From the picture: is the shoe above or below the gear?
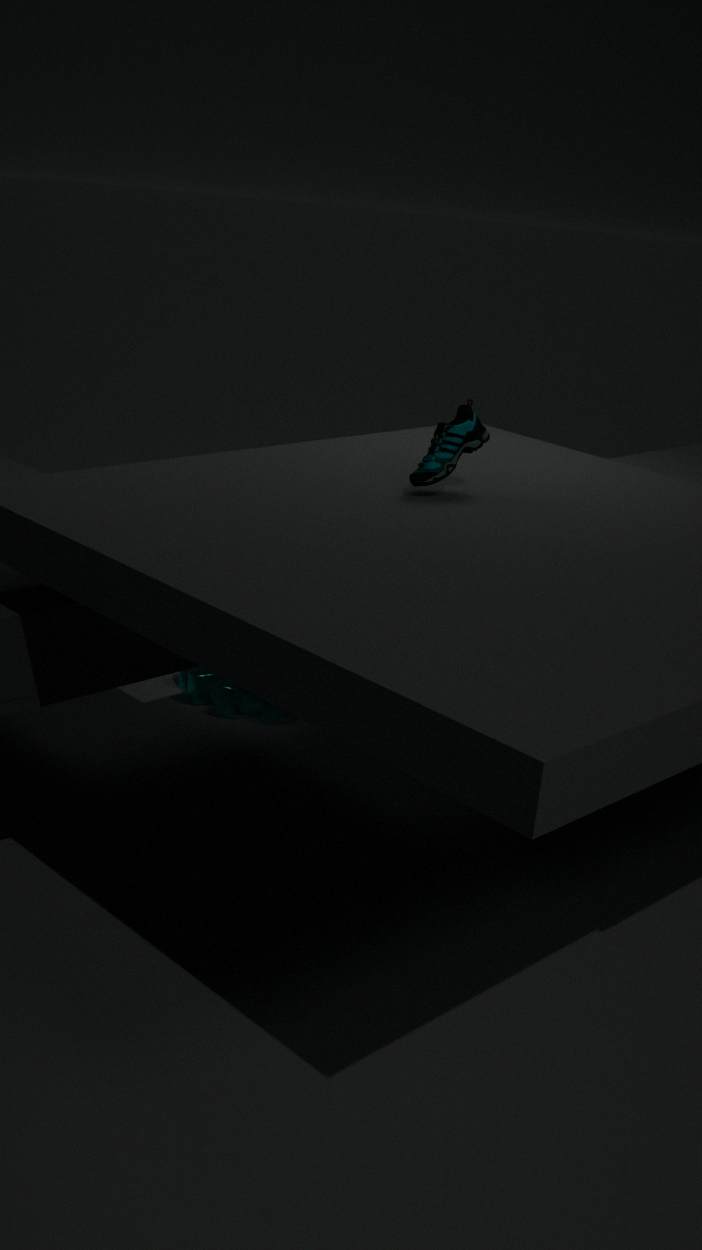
above
